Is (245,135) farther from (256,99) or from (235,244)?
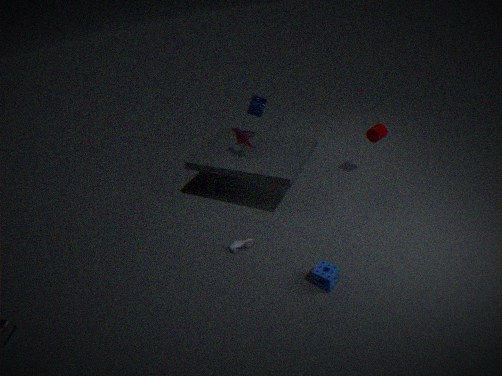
(235,244)
